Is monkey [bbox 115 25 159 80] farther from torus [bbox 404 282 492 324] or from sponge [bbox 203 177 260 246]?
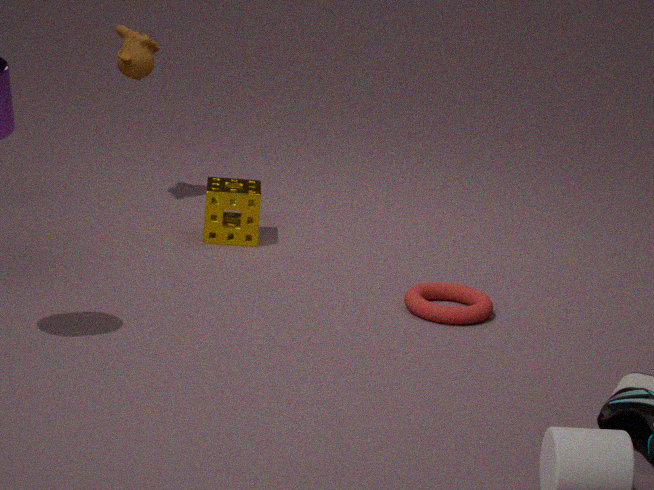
torus [bbox 404 282 492 324]
